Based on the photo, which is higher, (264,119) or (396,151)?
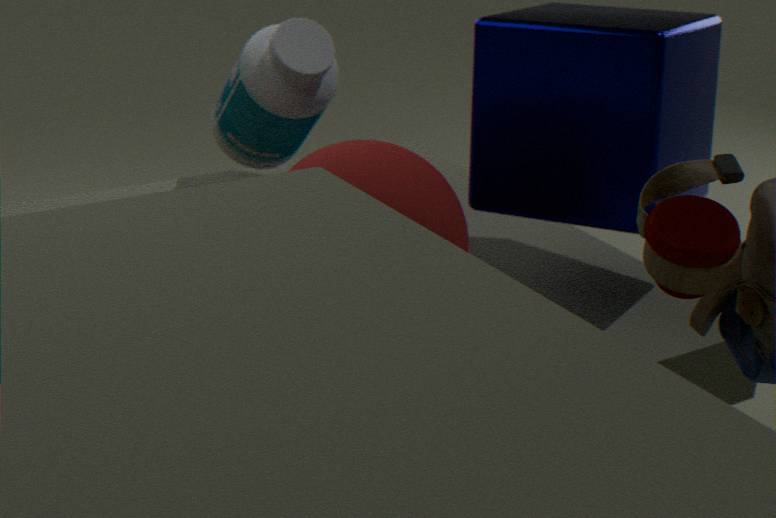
(264,119)
